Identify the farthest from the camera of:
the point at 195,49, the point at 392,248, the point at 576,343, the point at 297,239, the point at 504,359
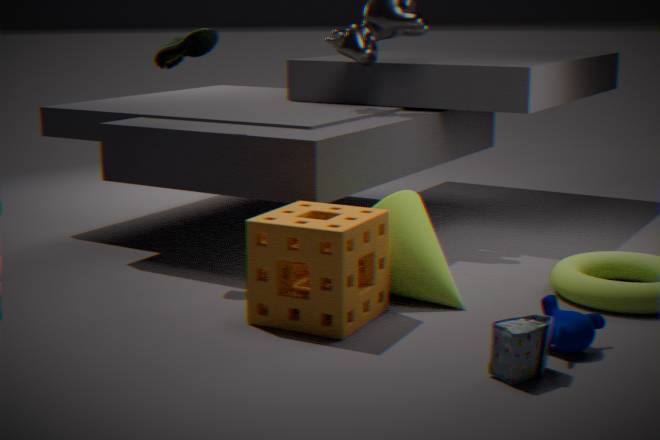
the point at 195,49
